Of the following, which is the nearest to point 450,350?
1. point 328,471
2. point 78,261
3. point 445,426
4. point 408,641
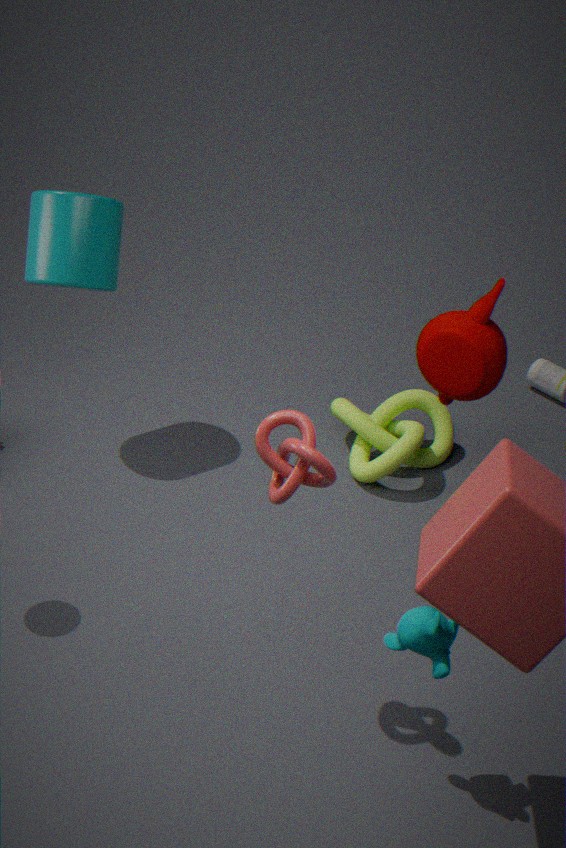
point 445,426
